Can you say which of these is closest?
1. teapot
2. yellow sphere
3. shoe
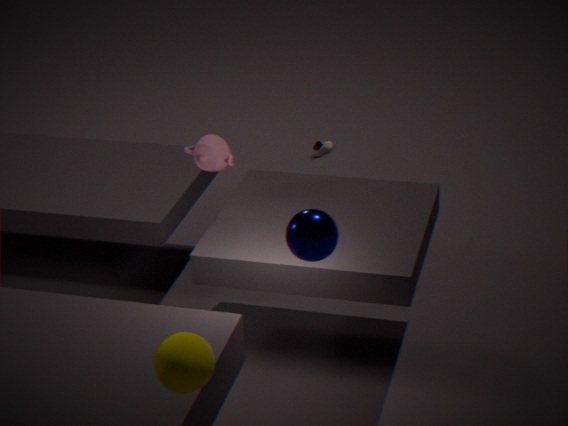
yellow sphere
